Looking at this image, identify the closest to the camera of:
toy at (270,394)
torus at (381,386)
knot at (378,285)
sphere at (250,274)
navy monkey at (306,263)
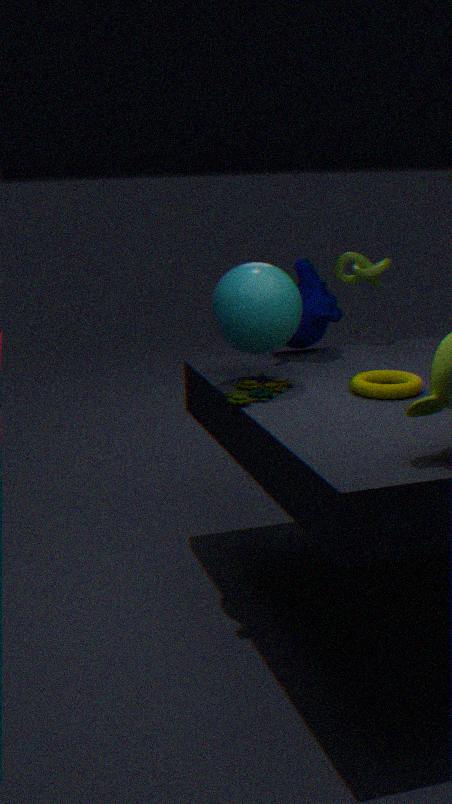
toy at (270,394)
